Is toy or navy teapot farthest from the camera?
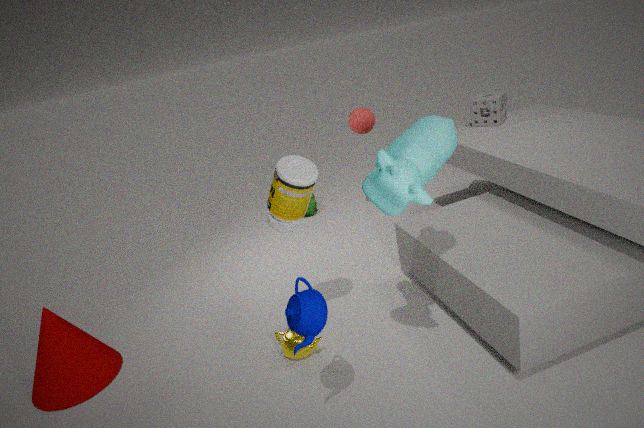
toy
